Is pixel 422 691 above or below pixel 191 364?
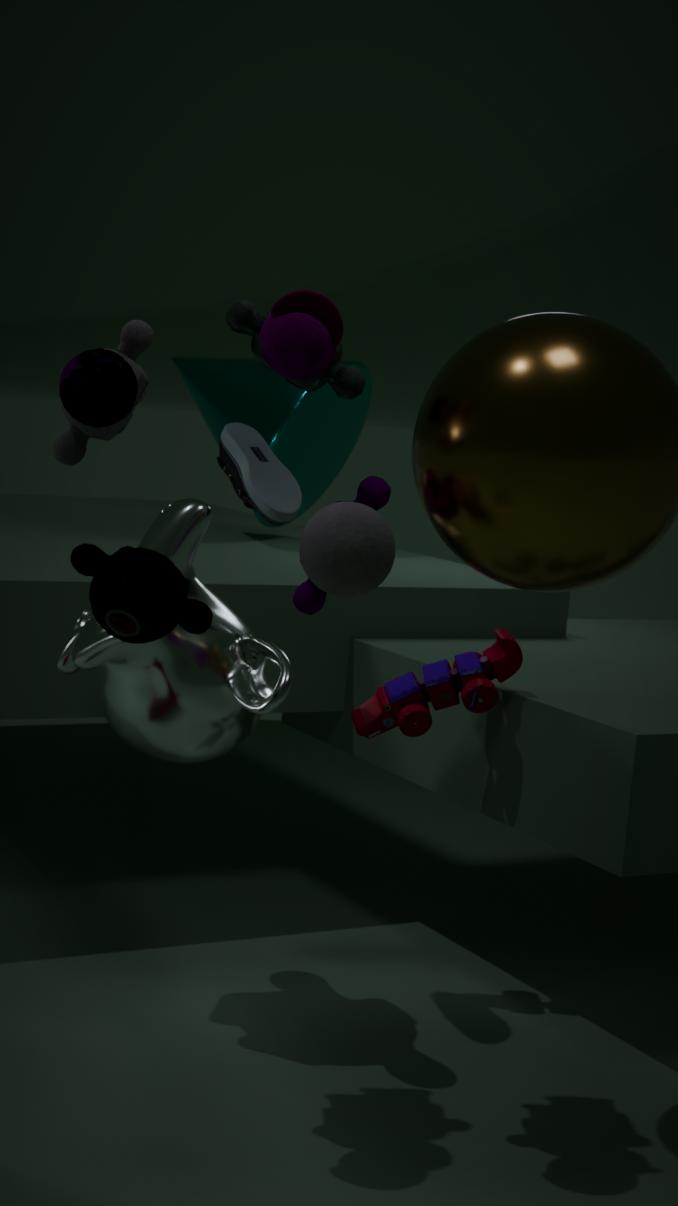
below
